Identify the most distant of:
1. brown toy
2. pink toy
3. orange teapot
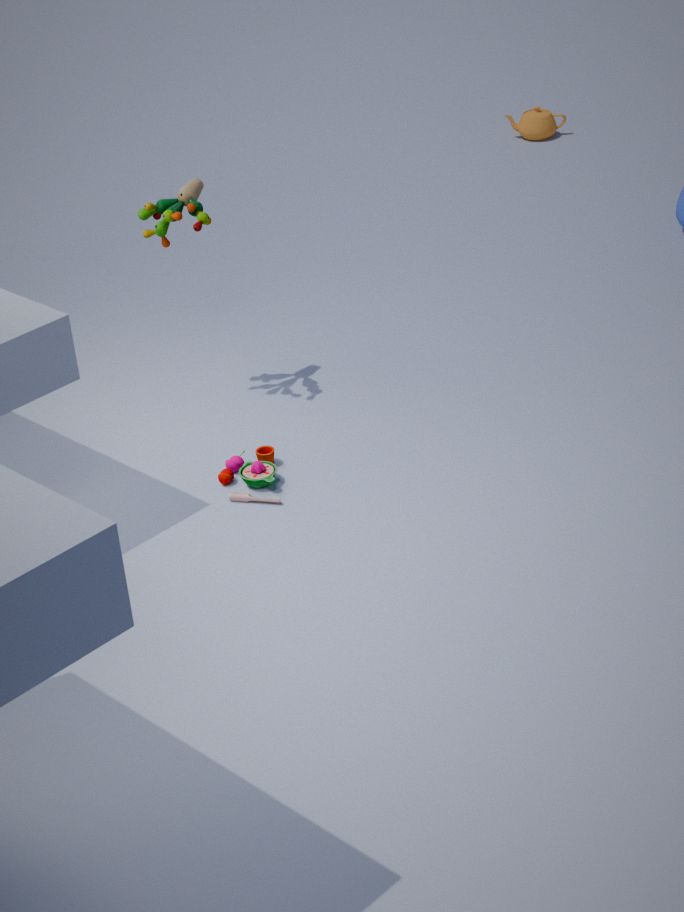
orange teapot
